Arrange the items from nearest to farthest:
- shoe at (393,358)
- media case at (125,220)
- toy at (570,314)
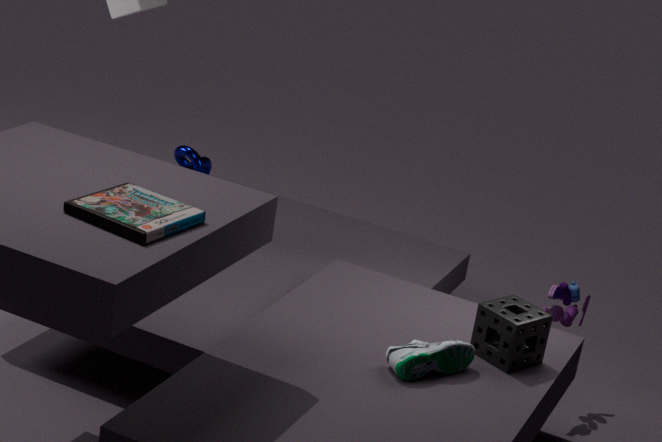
media case at (125,220), shoe at (393,358), toy at (570,314)
